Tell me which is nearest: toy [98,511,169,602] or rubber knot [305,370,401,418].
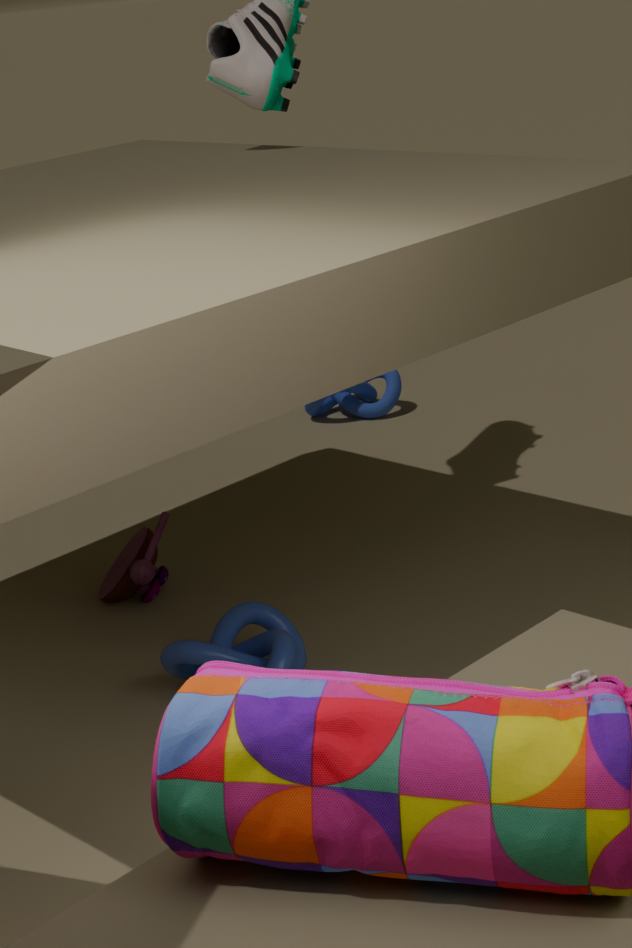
toy [98,511,169,602]
